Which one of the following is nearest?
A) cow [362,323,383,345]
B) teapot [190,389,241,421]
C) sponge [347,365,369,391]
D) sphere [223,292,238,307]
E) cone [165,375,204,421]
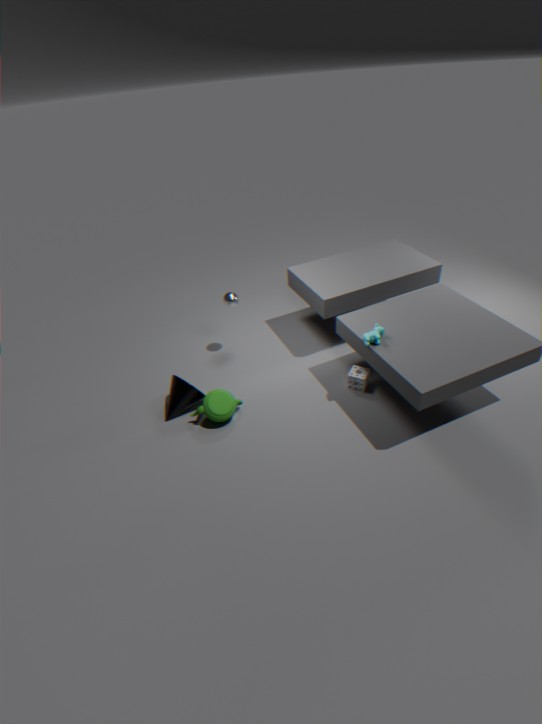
cow [362,323,383,345]
